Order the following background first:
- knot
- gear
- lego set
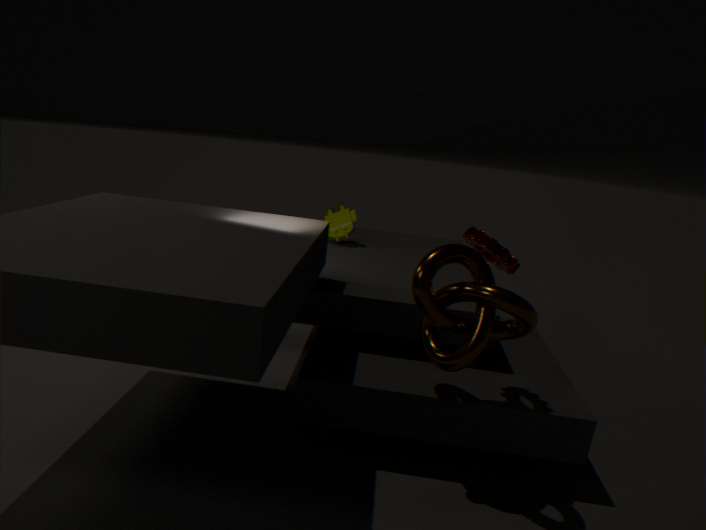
1. lego set
2. gear
3. knot
